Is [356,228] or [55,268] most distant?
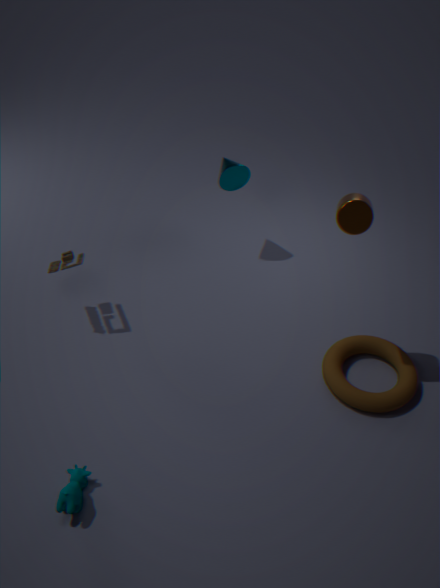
[55,268]
